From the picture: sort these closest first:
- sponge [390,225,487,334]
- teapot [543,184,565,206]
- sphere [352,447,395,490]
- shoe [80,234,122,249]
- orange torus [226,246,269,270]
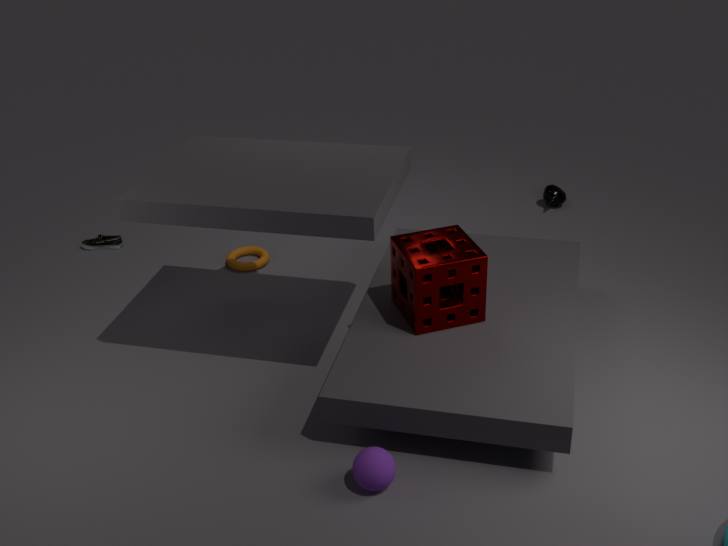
sphere [352,447,395,490] → sponge [390,225,487,334] → orange torus [226,246,269,270] → shoe [80,234,122,249] → teapot [543,184,565,206]
